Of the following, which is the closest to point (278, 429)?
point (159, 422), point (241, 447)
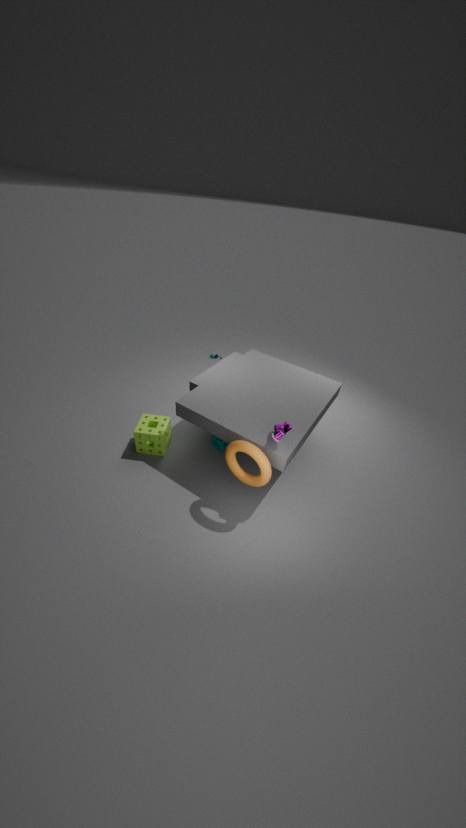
point (241, 447)
